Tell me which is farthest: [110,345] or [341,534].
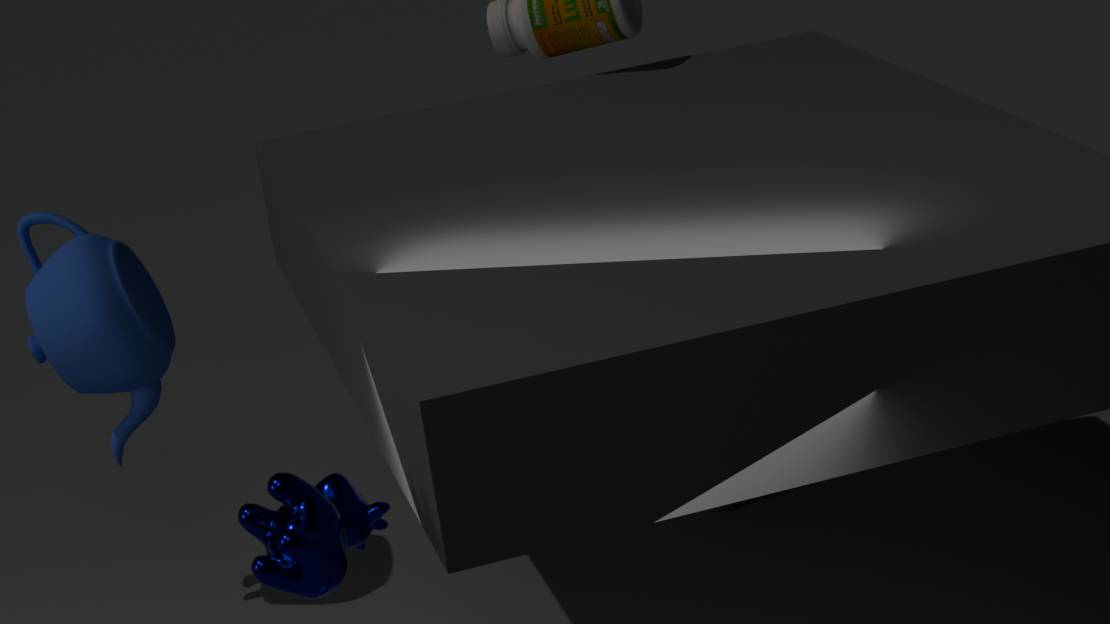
[110,345]
